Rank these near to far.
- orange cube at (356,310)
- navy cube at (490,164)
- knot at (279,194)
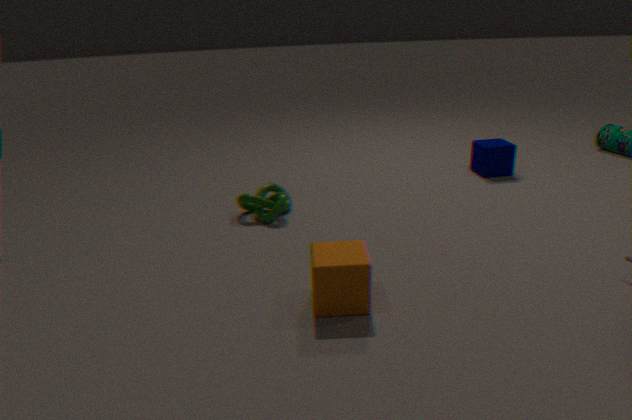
1. orange cube at (356,310)
2. knot at (279,194)
3. navy cube at (490,164)
